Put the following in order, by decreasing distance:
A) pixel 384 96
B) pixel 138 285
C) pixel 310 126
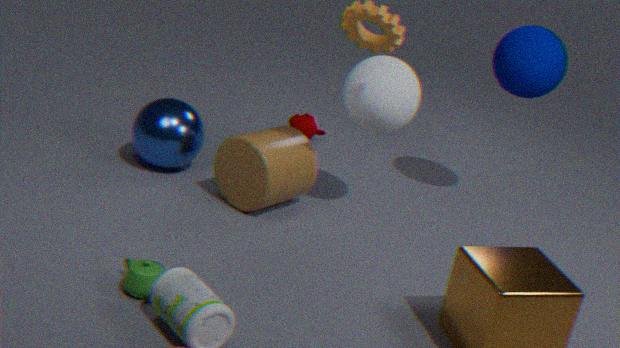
pixel 310 126 < pixel 384 96 < pixel 138 285
